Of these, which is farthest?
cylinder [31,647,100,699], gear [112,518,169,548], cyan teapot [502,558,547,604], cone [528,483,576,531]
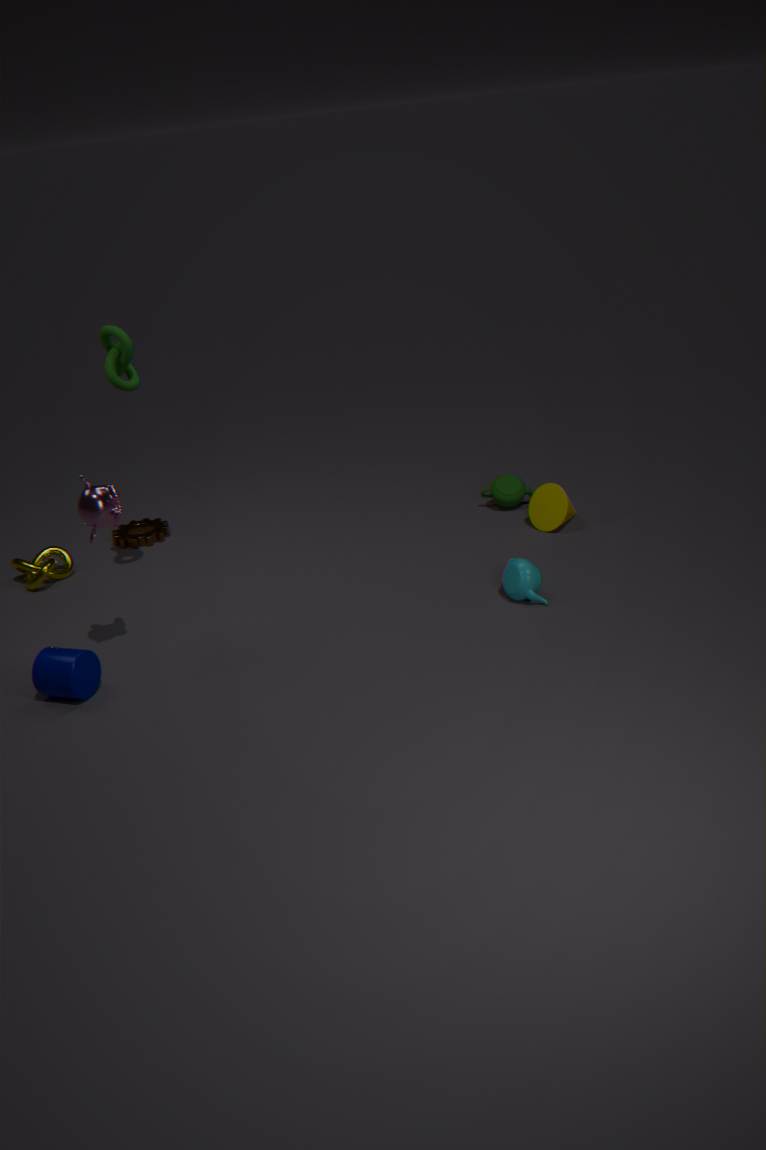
gear [112,518,169,548]
